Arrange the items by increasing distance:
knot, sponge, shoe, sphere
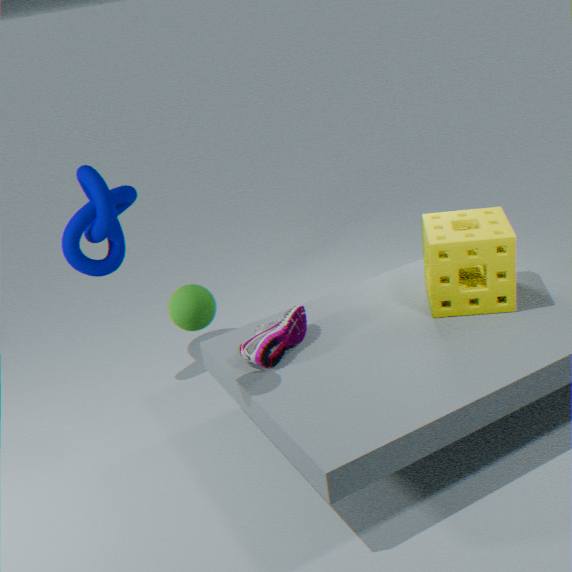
sphere < shoe < sponge < knot
